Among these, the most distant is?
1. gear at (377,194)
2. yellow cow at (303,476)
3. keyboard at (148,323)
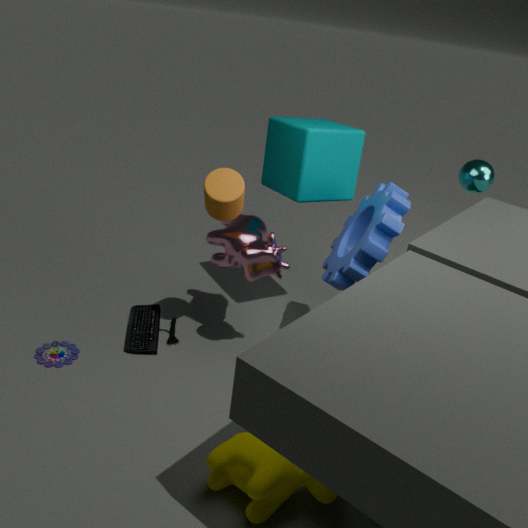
keyboard at (148,323)
